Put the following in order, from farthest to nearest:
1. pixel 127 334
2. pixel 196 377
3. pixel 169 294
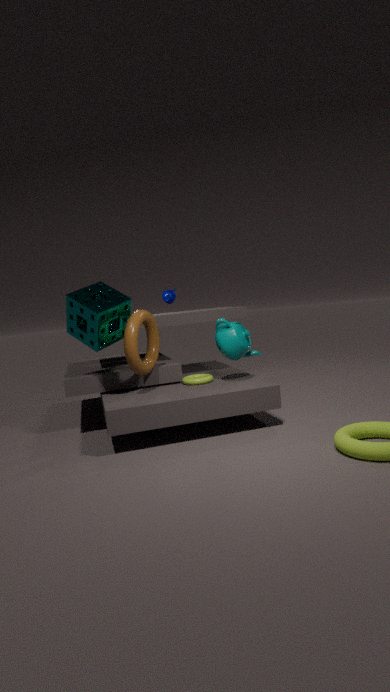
pixel 169 294, pixel 196 377, pixel 127 334
